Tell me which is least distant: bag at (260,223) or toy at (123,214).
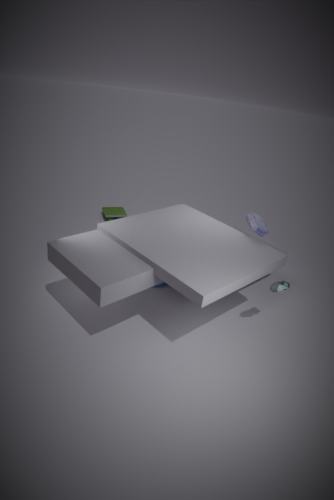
bag at (260,223)
